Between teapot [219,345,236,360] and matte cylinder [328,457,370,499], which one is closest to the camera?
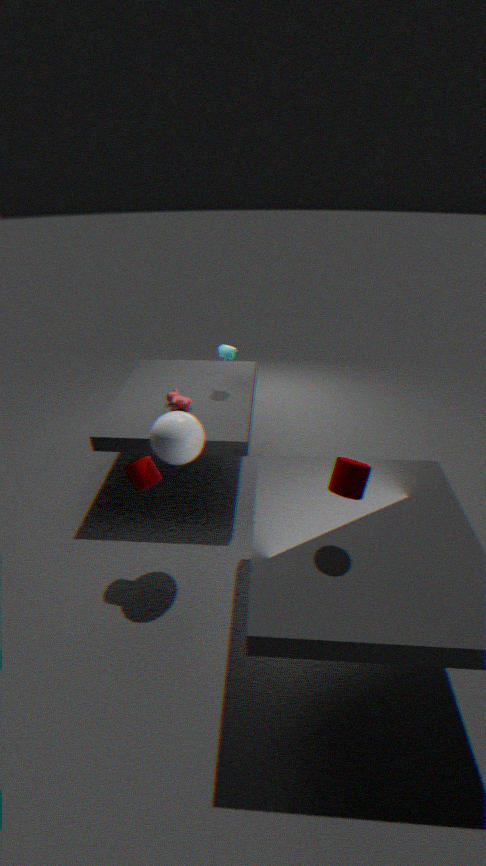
matte cylinder [328,457,370,499]
